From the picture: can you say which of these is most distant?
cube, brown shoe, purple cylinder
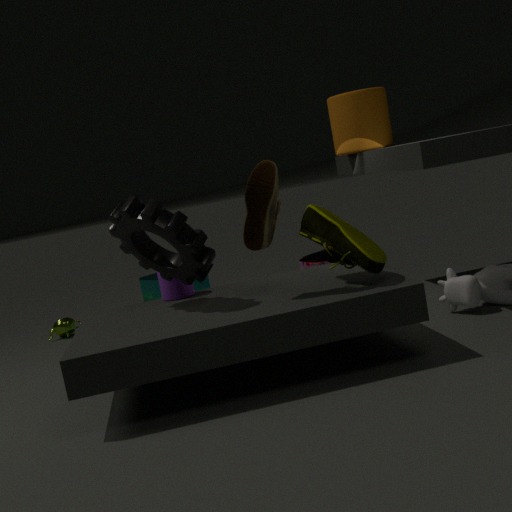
cube
